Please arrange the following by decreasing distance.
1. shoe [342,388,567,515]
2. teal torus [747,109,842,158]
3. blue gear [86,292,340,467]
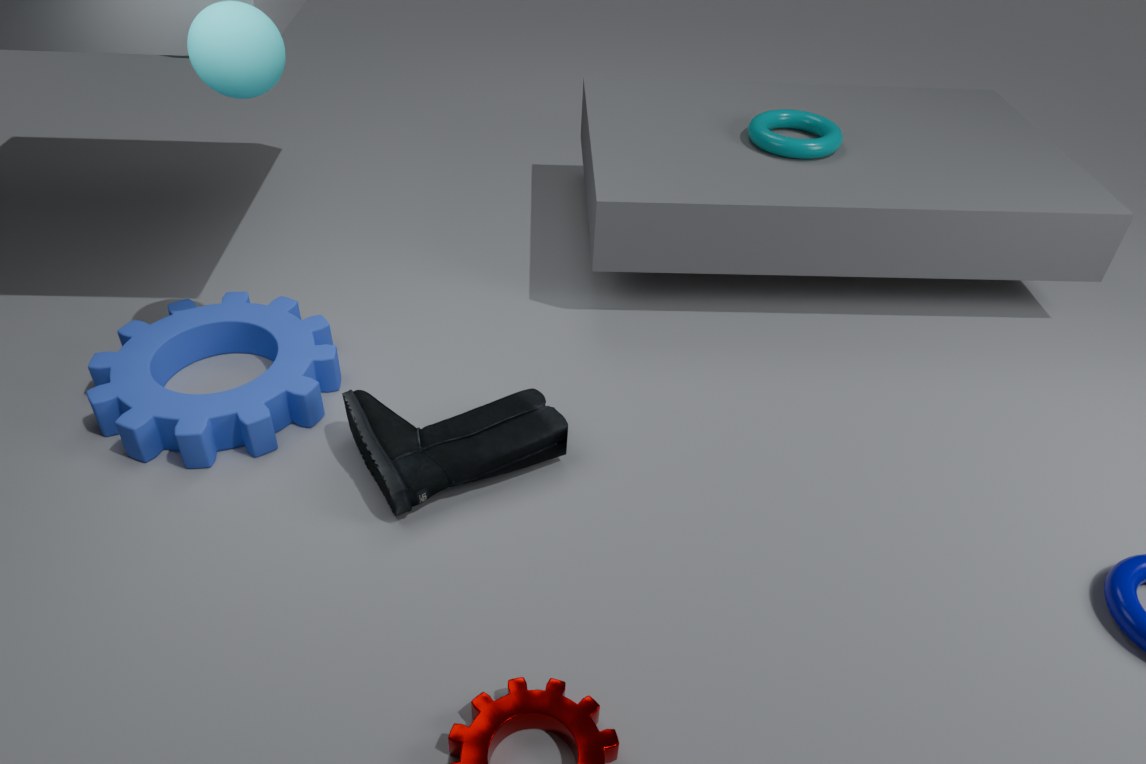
teal torus [747,109,842,158] < blue gear [86,292,340,467] < shoe [342,388,567,515]
